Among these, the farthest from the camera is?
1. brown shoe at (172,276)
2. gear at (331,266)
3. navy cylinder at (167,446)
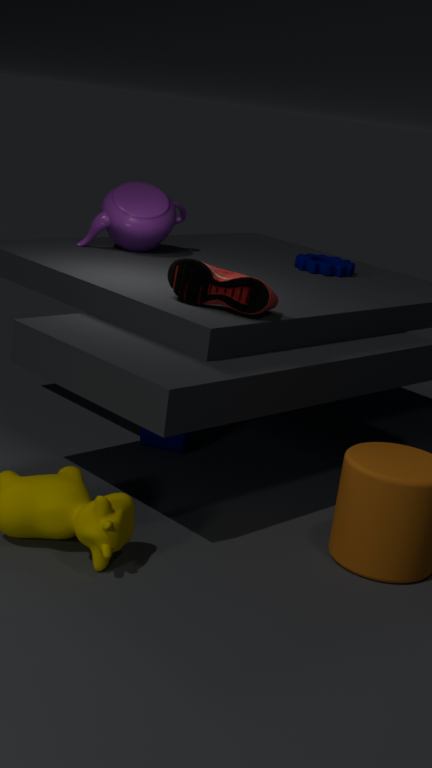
gear at (331,266)
